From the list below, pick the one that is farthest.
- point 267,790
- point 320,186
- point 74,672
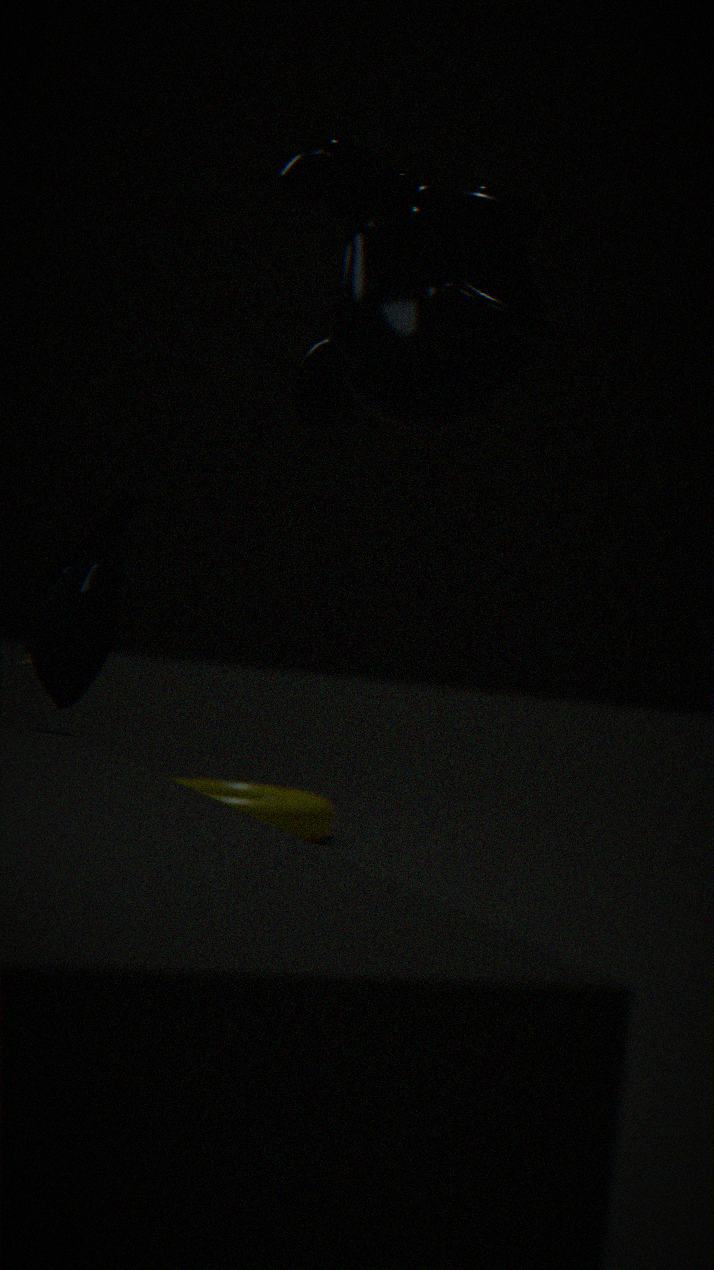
point 267,790
